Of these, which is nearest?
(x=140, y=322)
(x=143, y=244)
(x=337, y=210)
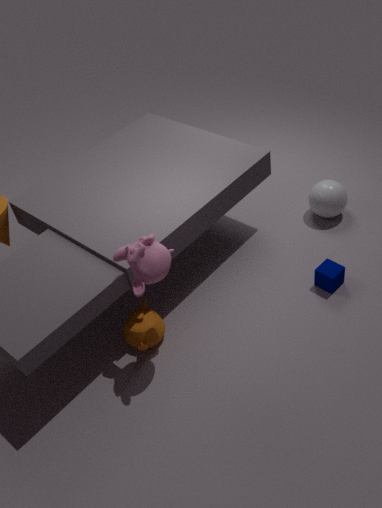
(x=143, y=244)
